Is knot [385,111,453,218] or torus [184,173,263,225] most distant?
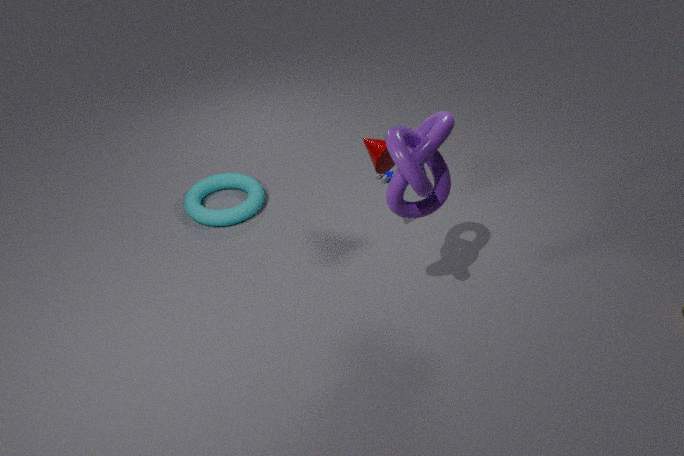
torus [184,173,263,225]
